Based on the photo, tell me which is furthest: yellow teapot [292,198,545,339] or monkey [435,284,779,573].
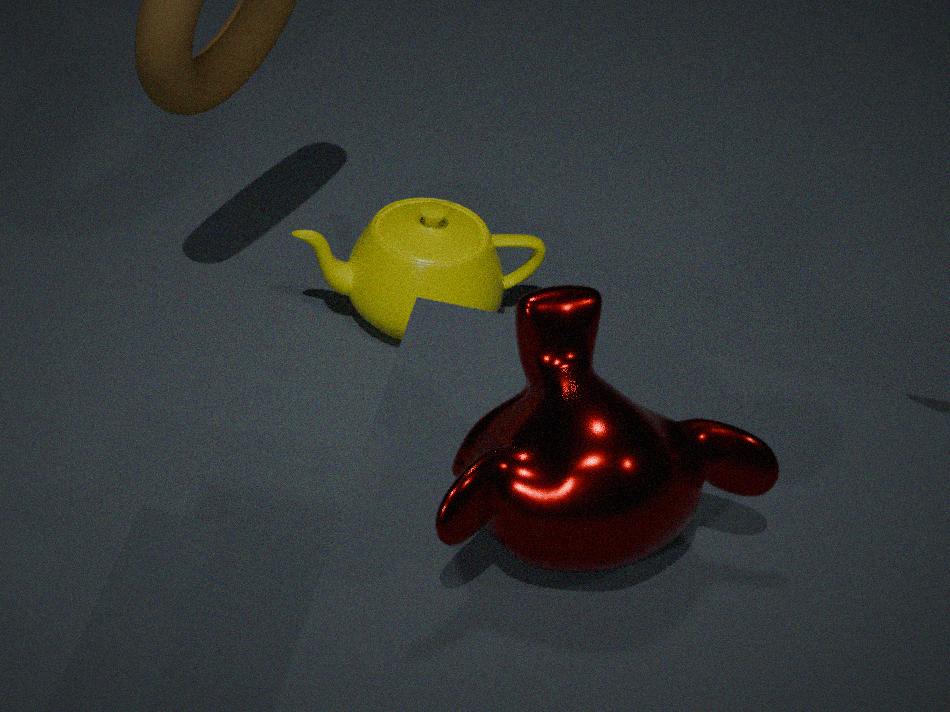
yellow teapot [292,198,545,339]
